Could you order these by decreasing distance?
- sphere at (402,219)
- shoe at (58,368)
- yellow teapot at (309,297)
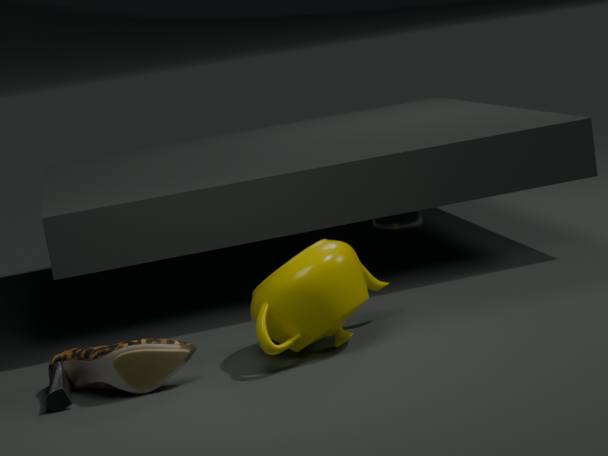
1. sphere at (402,219)
2. yellow teapot at (309,297)
3. shoe at (58,368)
